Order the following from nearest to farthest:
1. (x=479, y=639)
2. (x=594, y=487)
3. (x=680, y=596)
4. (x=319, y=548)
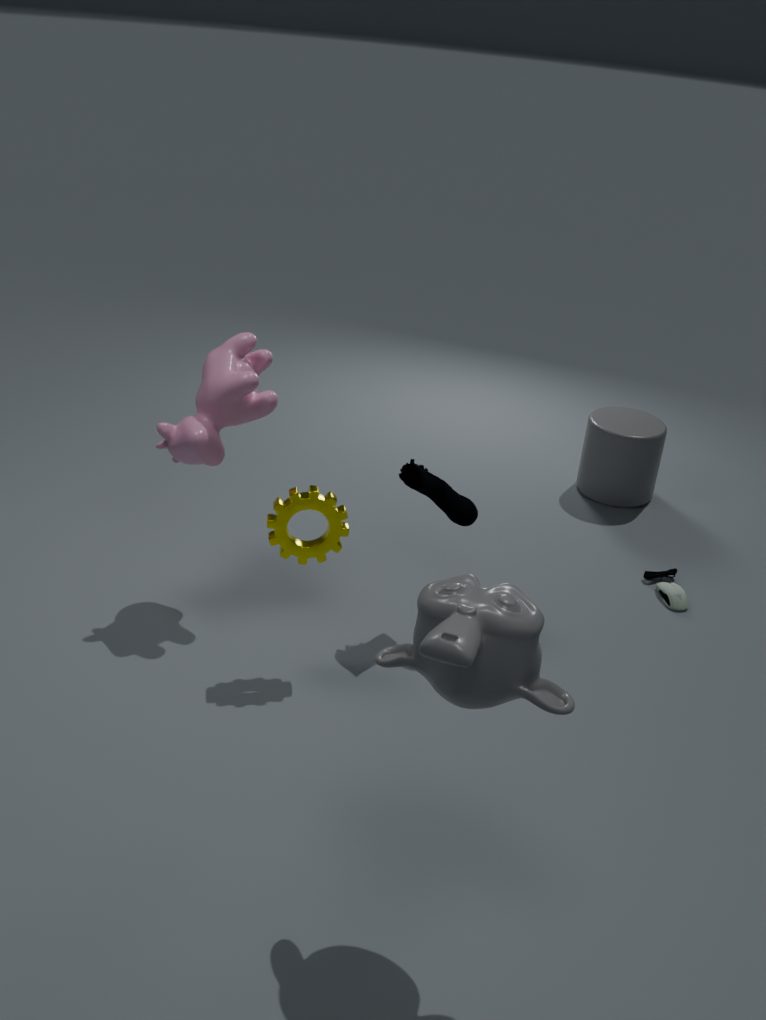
(x=479, y=639), (x=319, y=548), (x=680, y=596), (x=594, y=487)
